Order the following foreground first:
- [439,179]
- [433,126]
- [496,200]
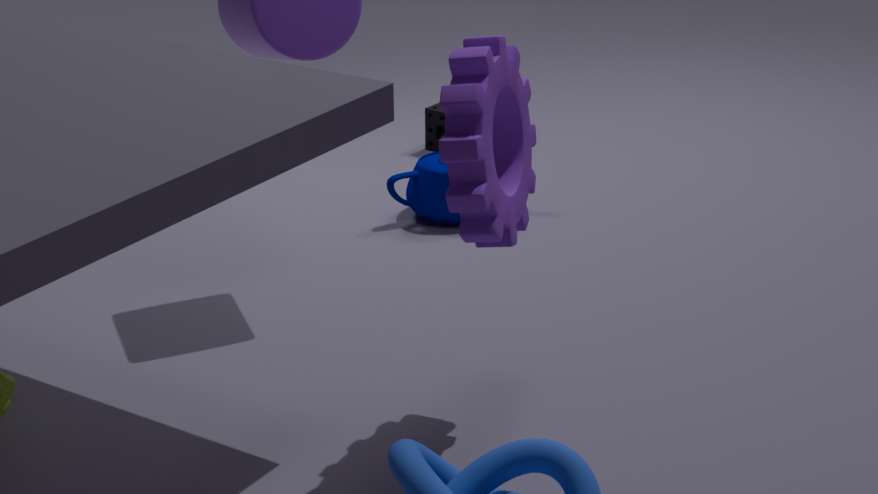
[496,200], [439,179], [433,126]
